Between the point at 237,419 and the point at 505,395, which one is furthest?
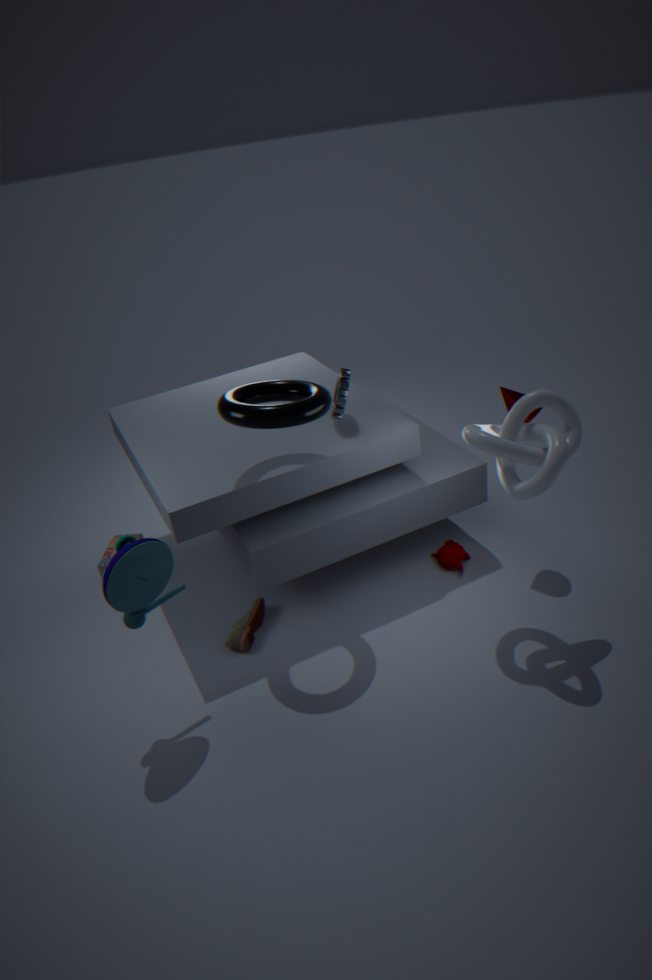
the point at 505,395
